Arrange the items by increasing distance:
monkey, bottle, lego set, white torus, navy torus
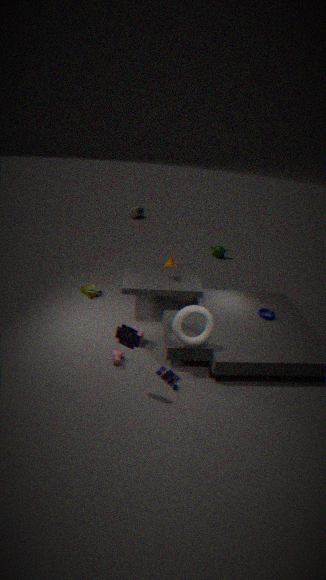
white torus, navy torus, lego set, monkey, bottle
